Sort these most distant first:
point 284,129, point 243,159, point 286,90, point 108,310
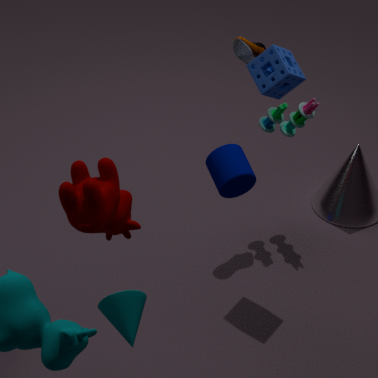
point 284,129, point 286,90, point 243,159, point 108,310
